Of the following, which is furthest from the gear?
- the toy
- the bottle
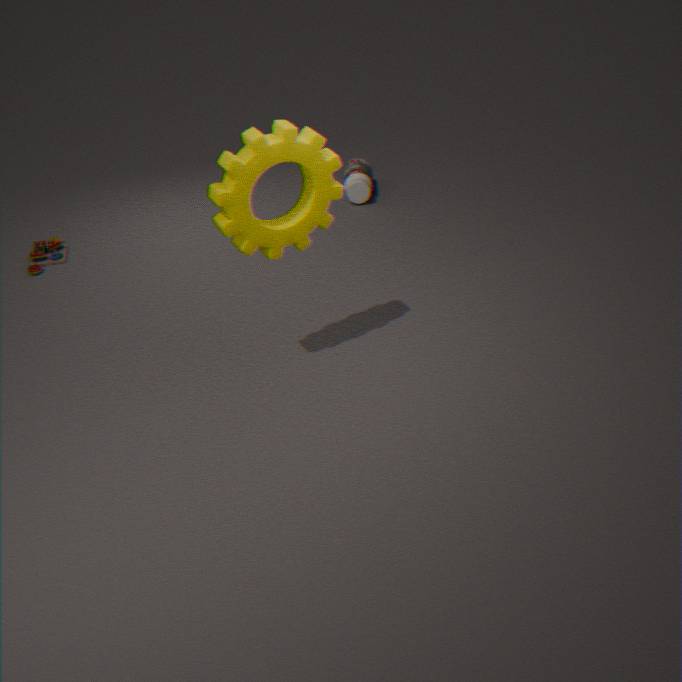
the toy
